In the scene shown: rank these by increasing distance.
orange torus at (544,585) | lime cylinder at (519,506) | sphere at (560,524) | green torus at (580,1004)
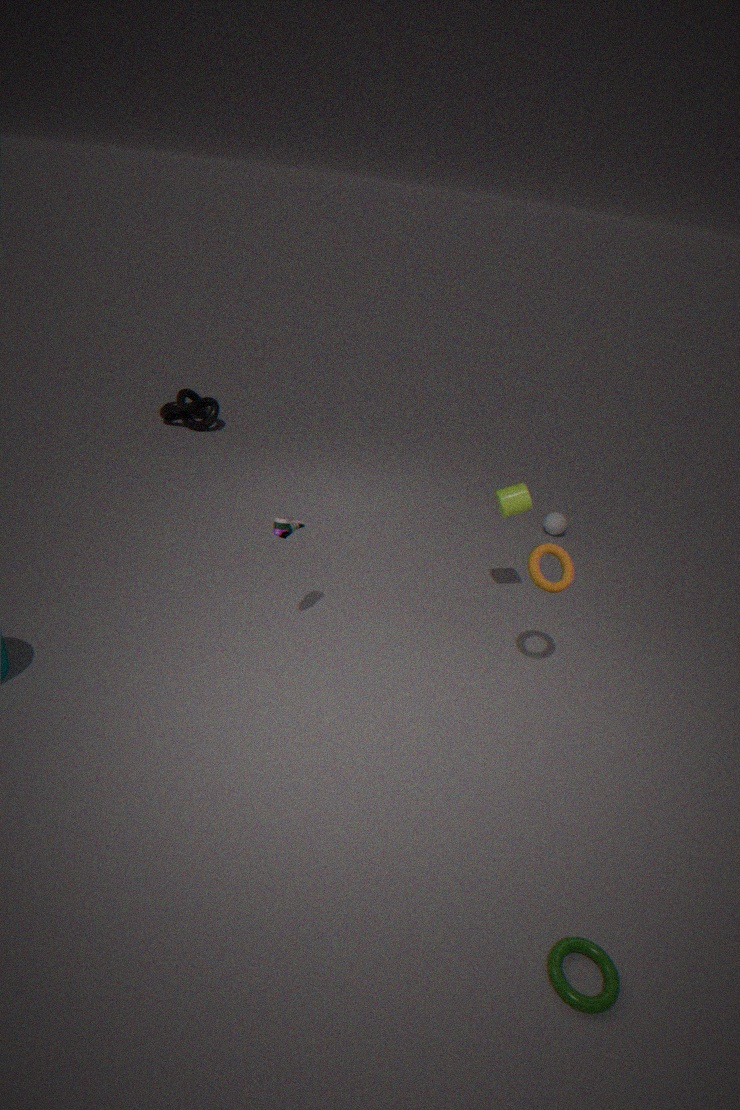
green torus at (580,1004), orange torus at (544,585), lime cylinder at (519,506), sphere at (560,524)
